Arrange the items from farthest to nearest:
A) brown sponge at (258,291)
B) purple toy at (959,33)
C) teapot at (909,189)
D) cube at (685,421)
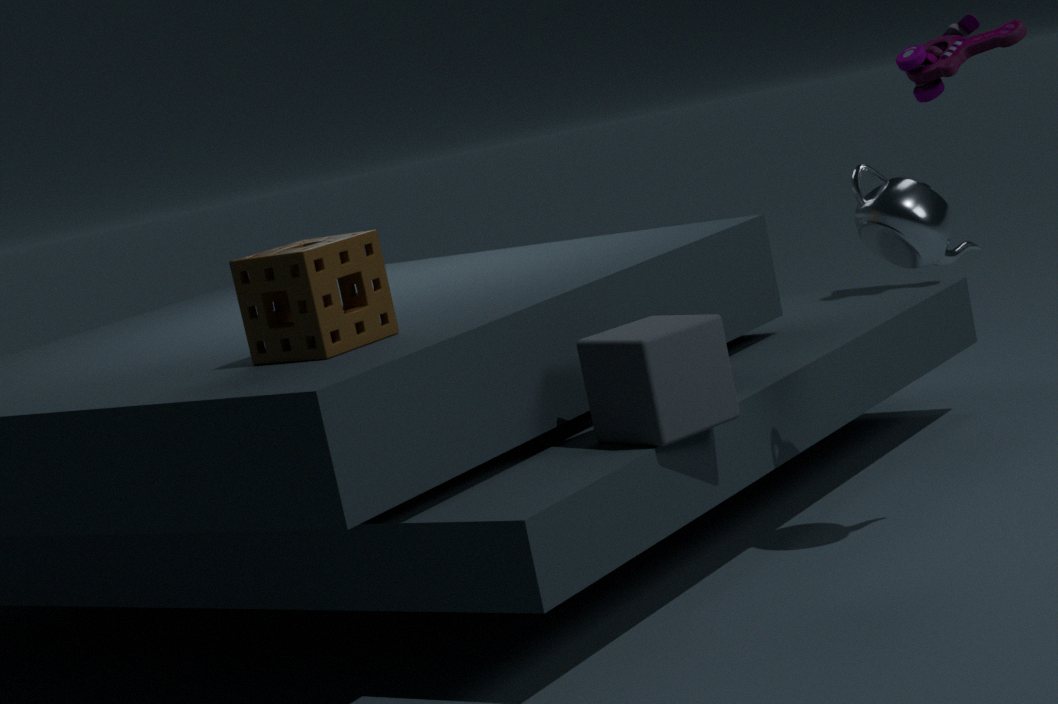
purple toy at (959,33) → teapot at (909,189) → brown sponge at (258,291) → cube at (685,421)
